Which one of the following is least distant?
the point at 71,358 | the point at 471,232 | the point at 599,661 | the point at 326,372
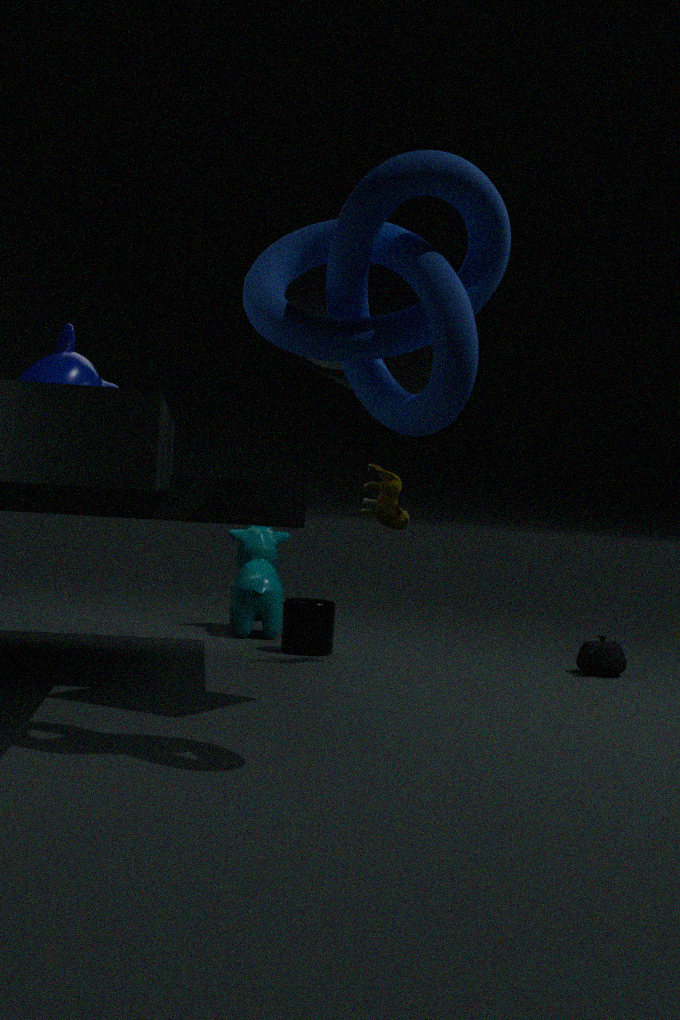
the point at 471,232
